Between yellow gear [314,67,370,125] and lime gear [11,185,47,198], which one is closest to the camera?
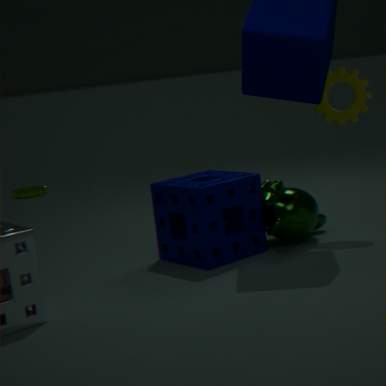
yellow gear [314,67,370,125]
